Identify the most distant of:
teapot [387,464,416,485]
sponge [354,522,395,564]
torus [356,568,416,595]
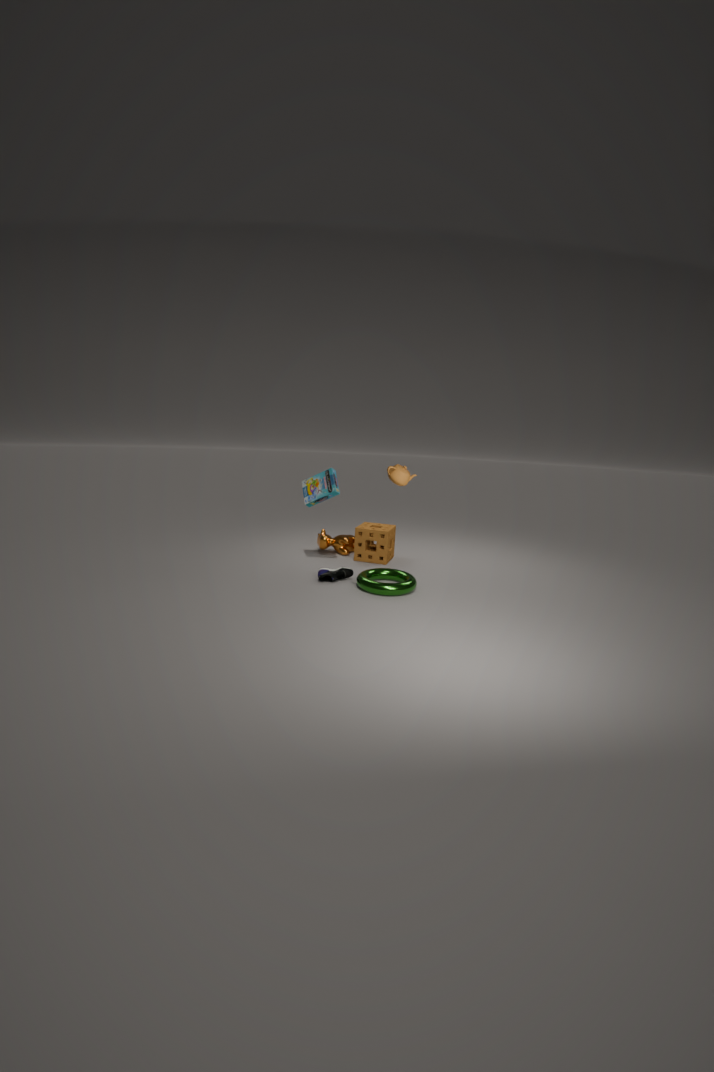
sponge [354,522,395,564]
